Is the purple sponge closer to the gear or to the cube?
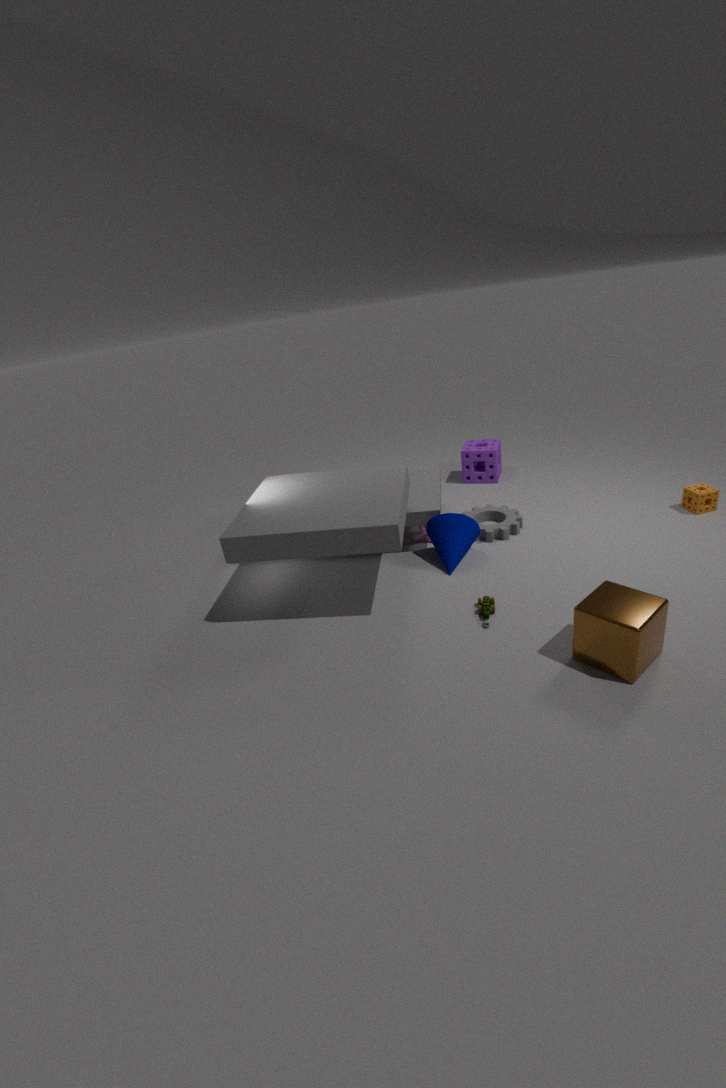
the gear
